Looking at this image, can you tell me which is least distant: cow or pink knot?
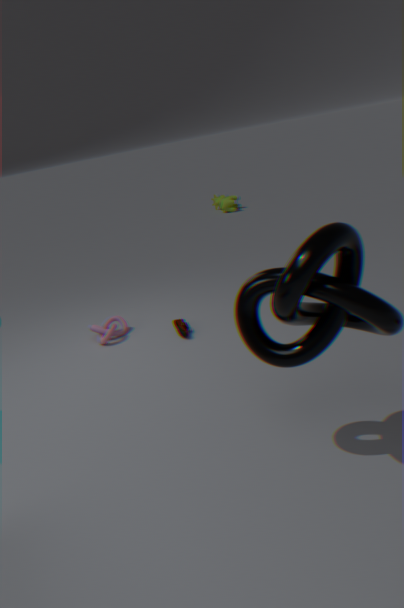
pink knot
